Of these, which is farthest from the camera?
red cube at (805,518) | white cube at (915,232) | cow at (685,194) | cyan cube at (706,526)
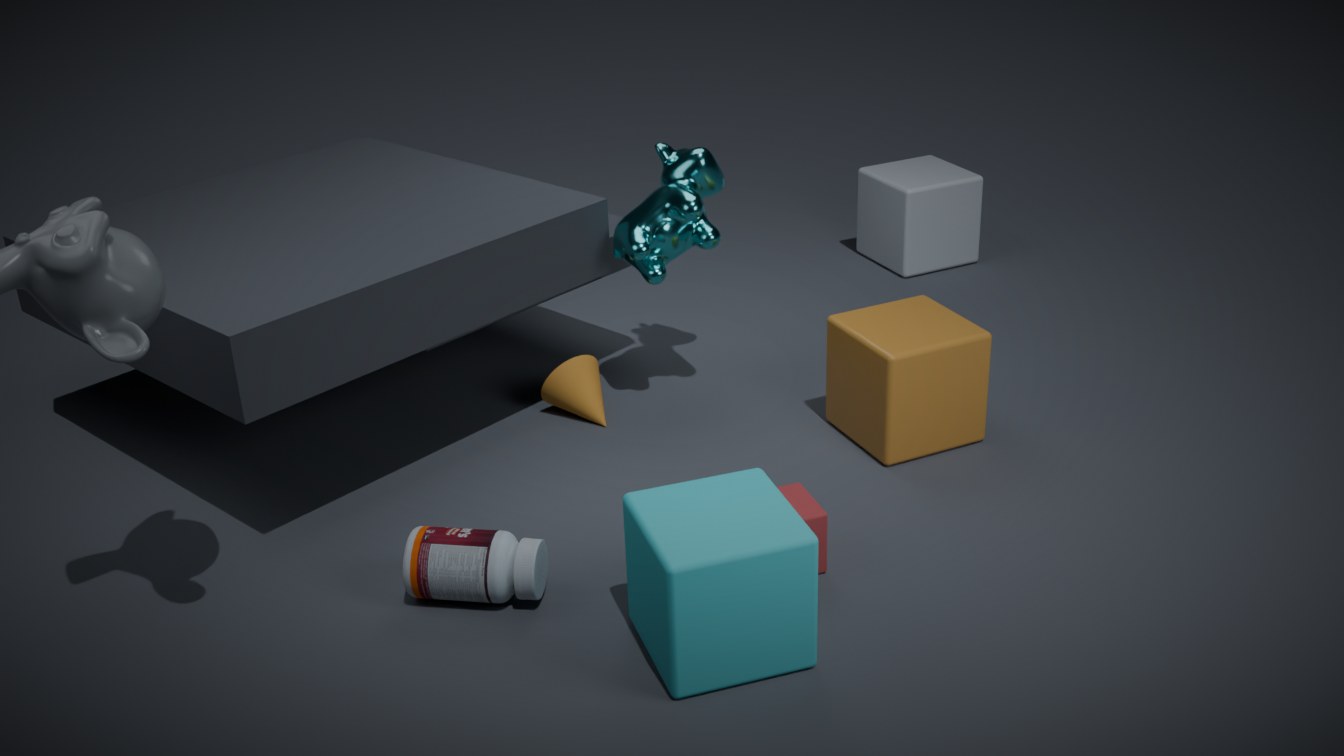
white cube at (915,232)
